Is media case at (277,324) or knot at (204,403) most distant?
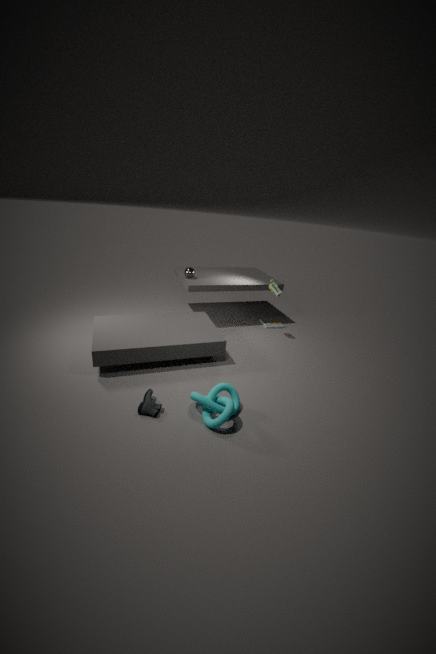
media case at (277,324)
